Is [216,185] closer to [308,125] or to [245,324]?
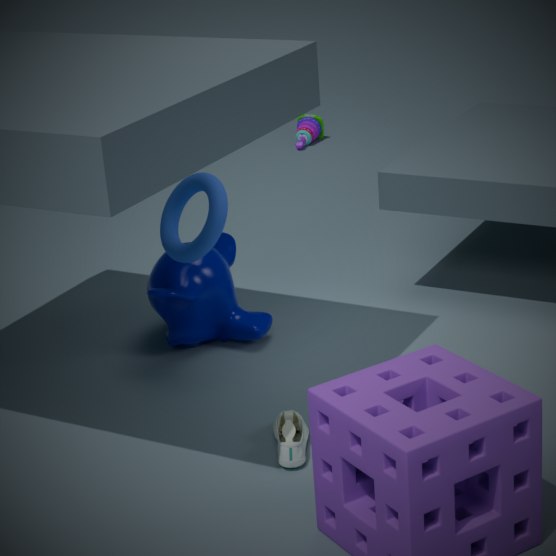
[245,324]
